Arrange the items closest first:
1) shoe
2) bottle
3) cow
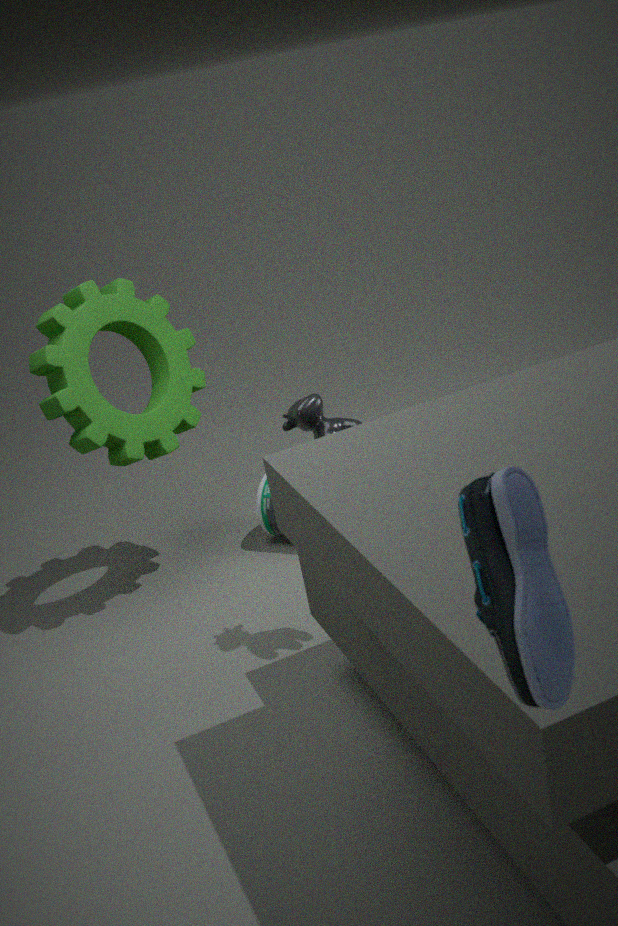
1. shoe → 3. cow → 2. bottle
